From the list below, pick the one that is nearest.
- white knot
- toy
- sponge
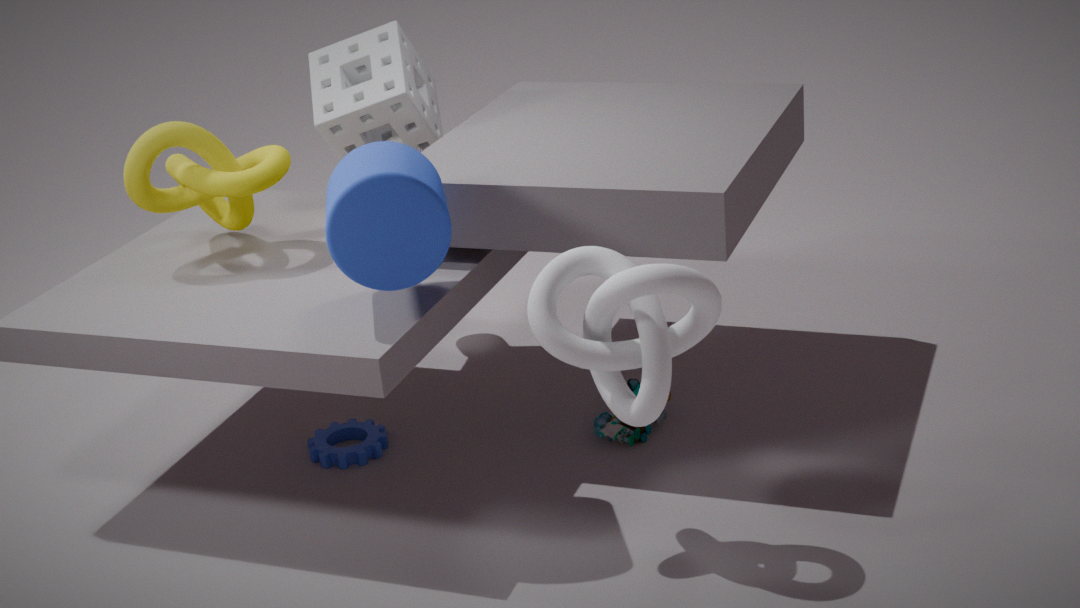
white knot
